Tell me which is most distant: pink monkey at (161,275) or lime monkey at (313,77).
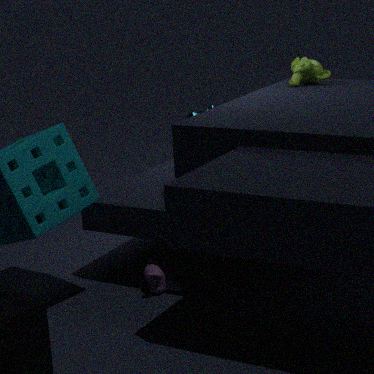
lime monkey at (313,77)
